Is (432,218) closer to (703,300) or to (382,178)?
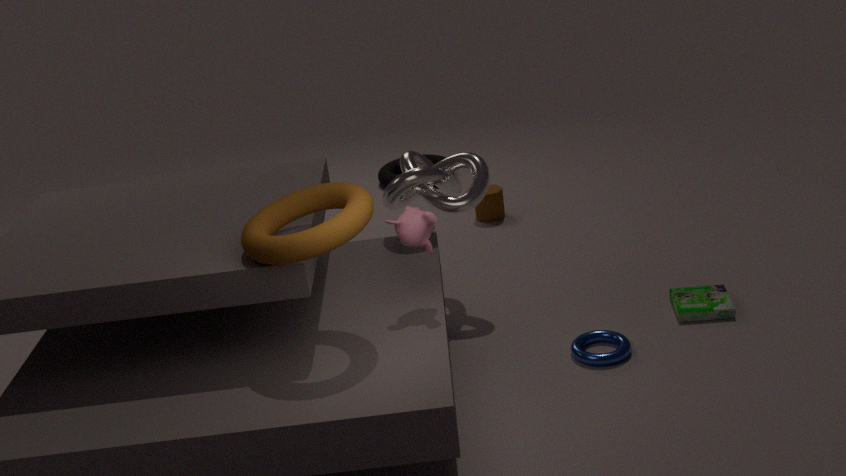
(703,300)
